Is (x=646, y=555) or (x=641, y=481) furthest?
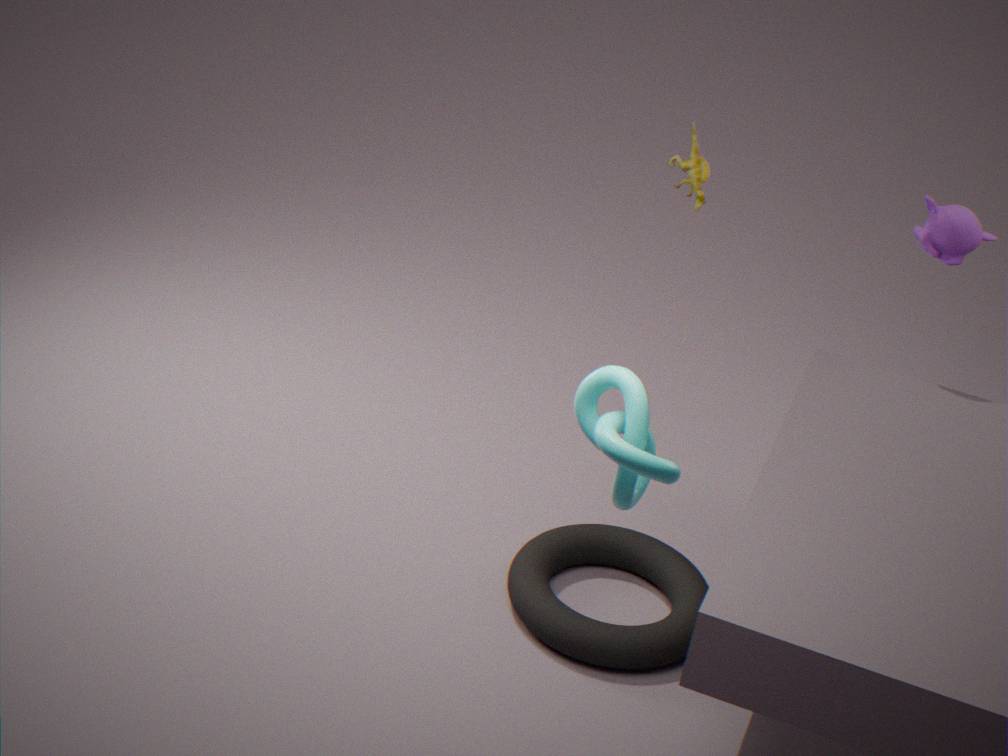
(x=646, y=555)
